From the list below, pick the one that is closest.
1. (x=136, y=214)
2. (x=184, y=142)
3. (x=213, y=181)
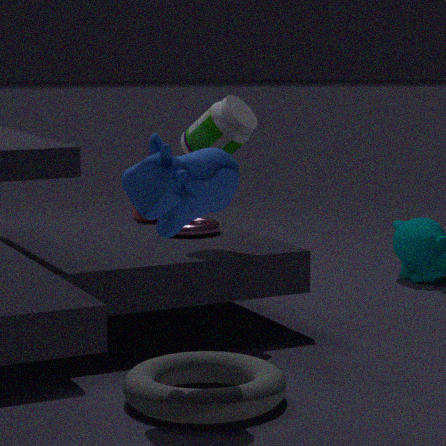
(x=213, y=181)
